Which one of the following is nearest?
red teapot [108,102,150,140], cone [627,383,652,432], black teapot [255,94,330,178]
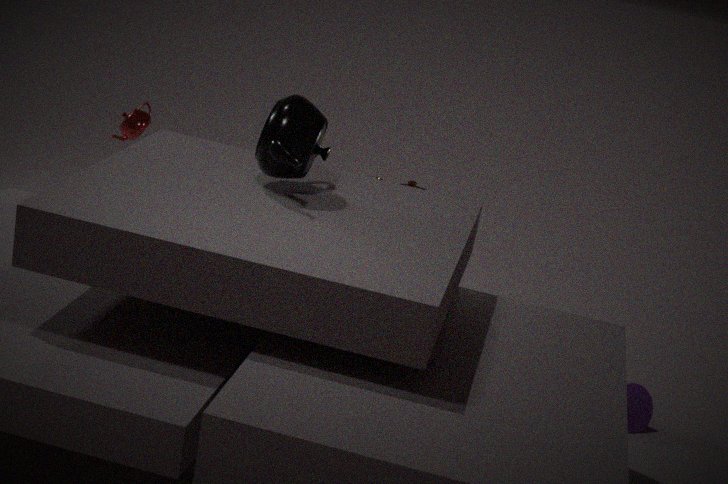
black teapot [255,94,330,178]
